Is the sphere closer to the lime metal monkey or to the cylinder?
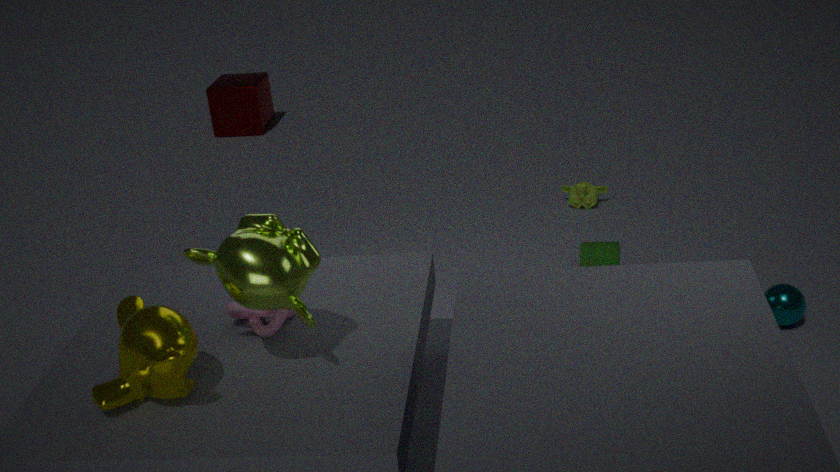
the cylinder
